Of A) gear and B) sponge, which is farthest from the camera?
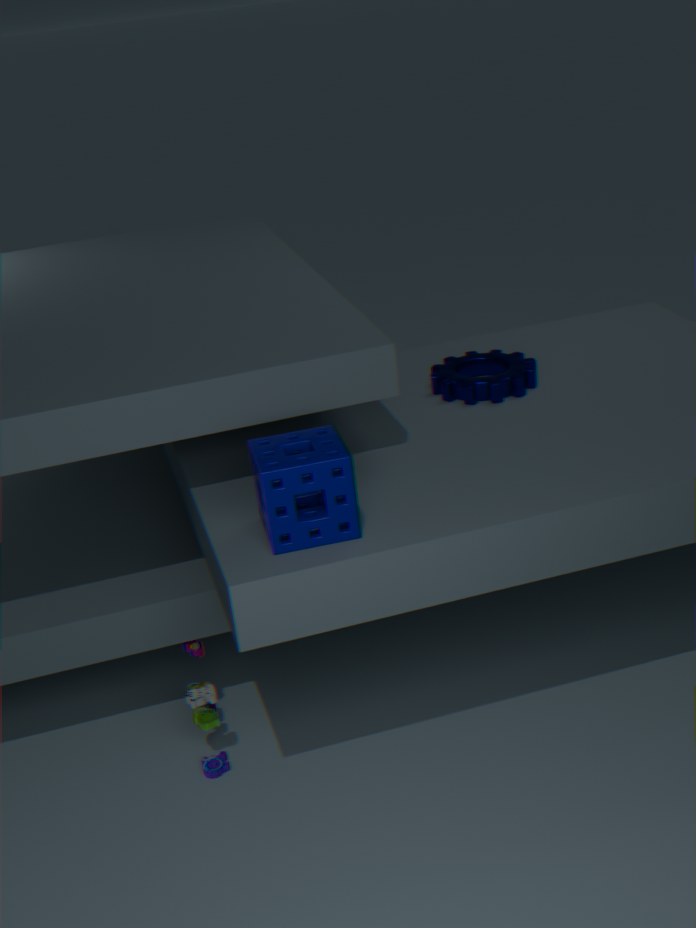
A. gear
